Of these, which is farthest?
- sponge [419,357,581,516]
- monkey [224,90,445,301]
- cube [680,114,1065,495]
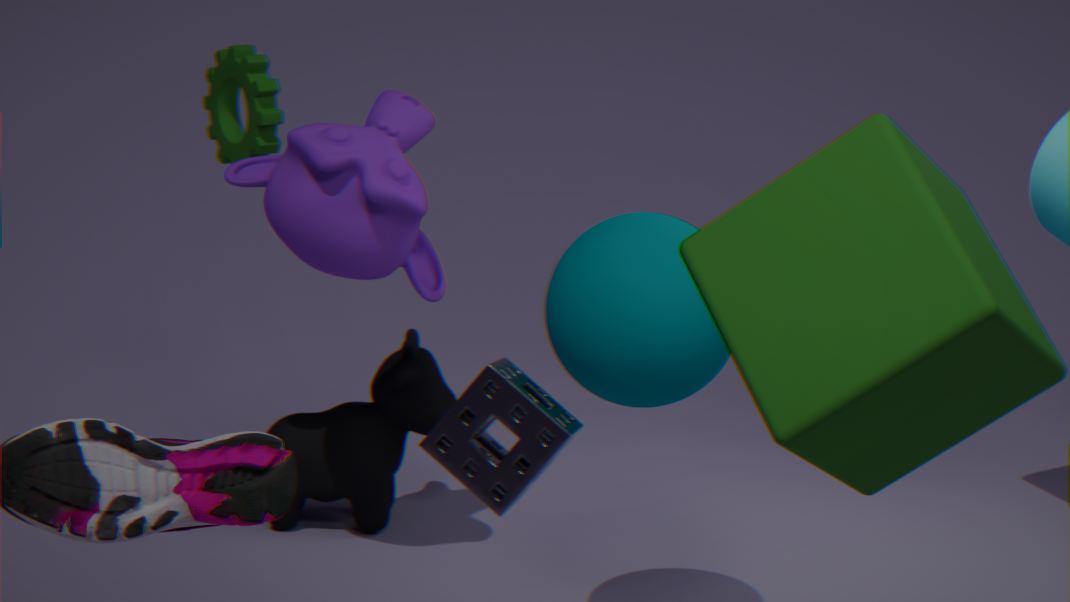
monkey [224,90,445,301]
